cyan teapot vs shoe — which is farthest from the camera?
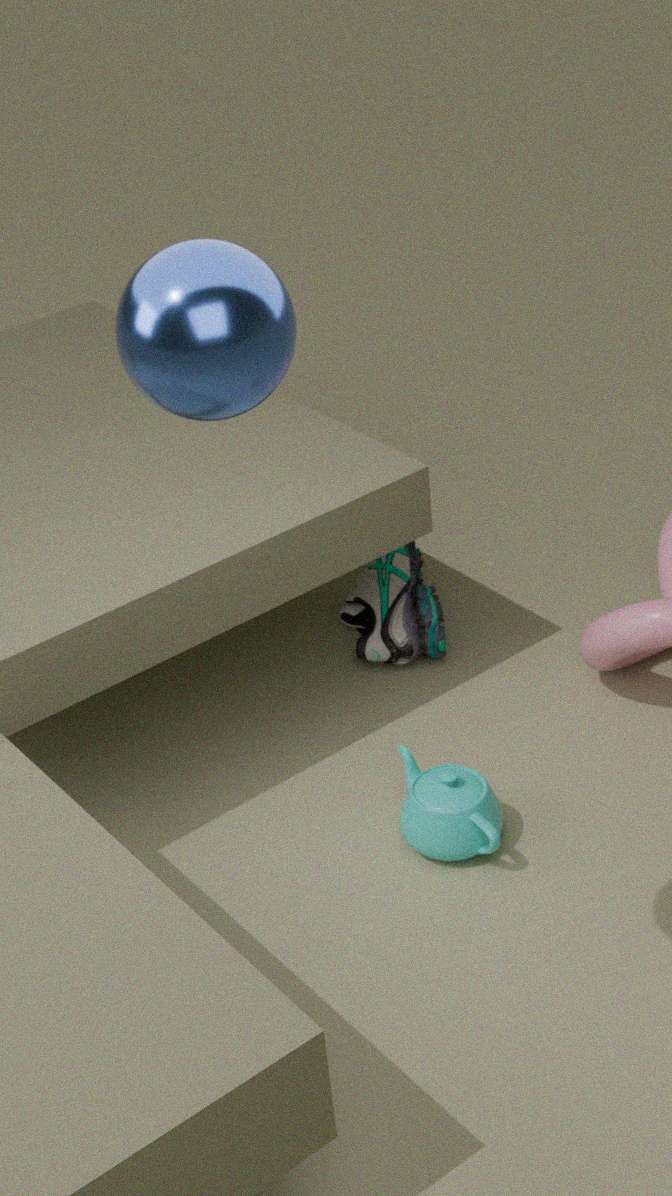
shoe
